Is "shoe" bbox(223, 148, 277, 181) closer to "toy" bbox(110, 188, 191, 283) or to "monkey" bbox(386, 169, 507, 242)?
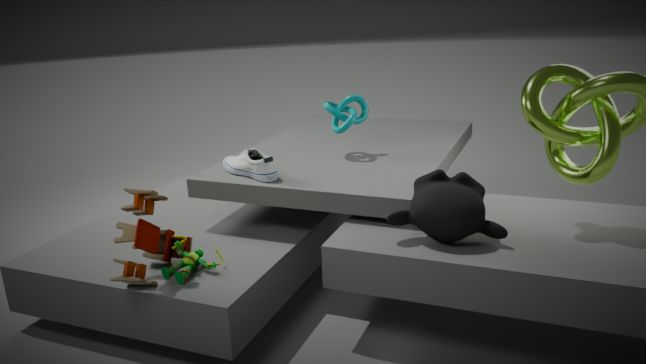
"toy" bbox(110, 188, 191, 283)
